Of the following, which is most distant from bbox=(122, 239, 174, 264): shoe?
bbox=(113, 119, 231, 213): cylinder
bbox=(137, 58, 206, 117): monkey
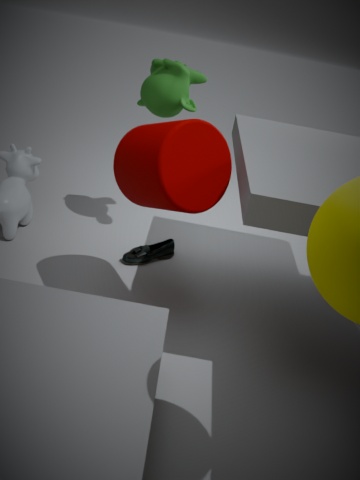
bbox=(137, 58, 206, 117): monkey
